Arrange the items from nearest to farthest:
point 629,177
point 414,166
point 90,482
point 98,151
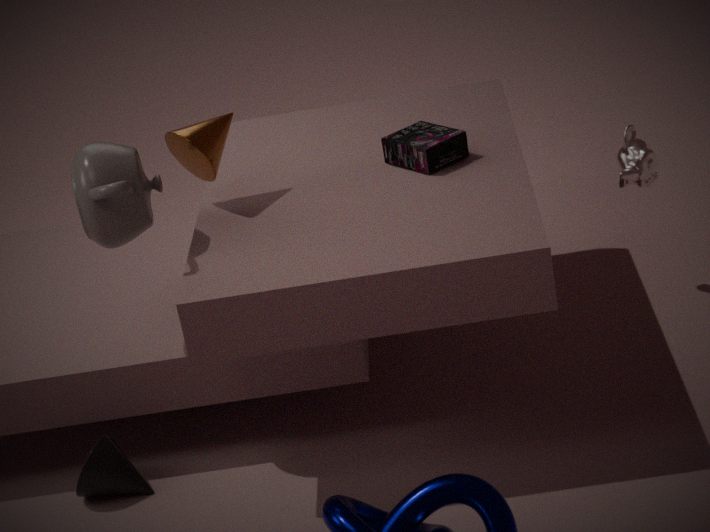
point 98,151
point 90,482
point 414,166
point 629,177
